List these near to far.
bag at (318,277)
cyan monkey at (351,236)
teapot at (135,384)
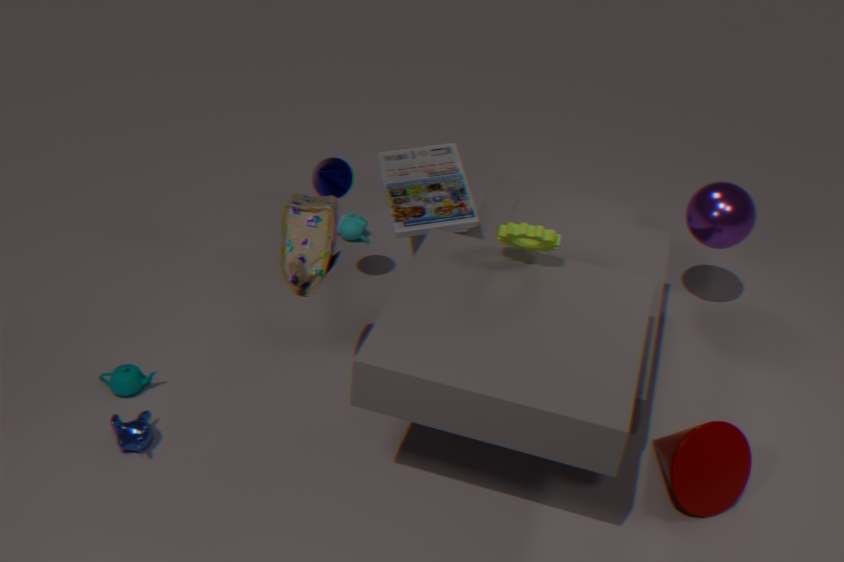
bag at (318,277) → teapot at (135,384) → cyan monkey at (351,236)
